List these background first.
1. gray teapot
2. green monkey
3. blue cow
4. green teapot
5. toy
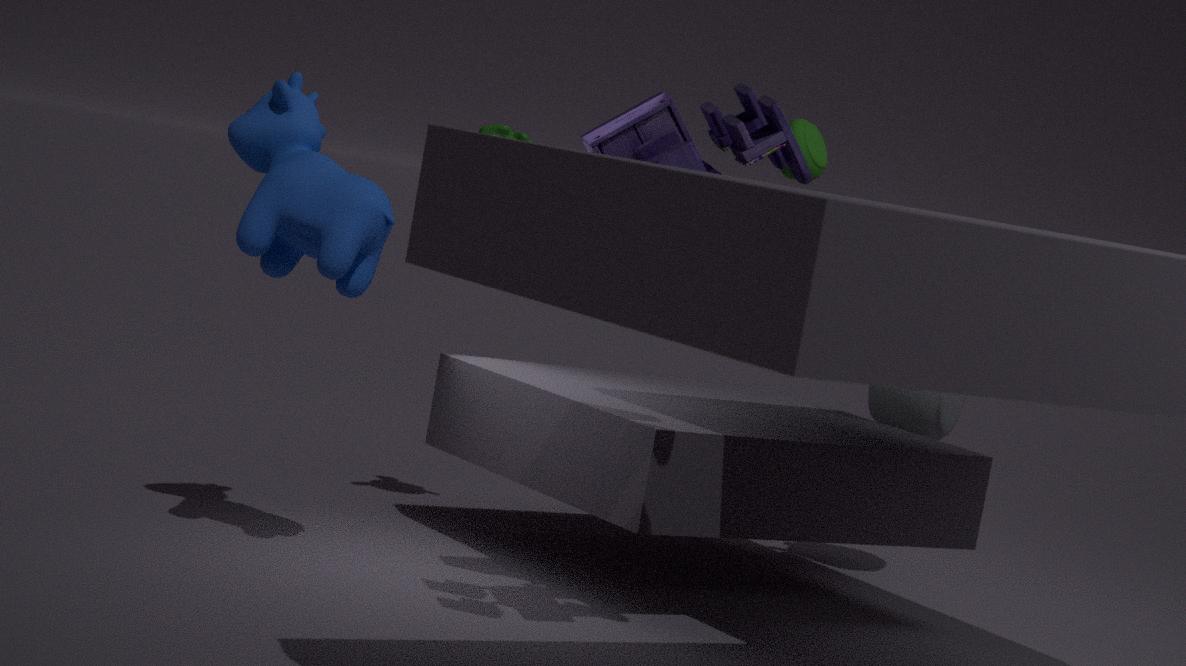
green teapot
gray teapot
green monkey
blue cow
toy
